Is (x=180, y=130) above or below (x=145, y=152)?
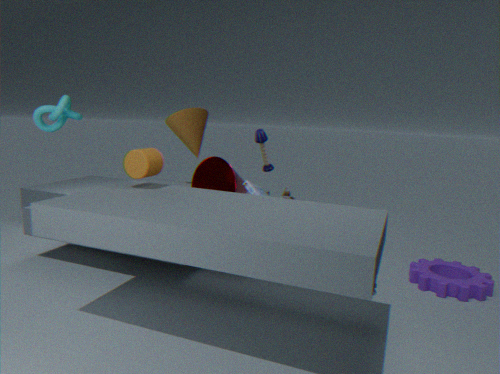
above
